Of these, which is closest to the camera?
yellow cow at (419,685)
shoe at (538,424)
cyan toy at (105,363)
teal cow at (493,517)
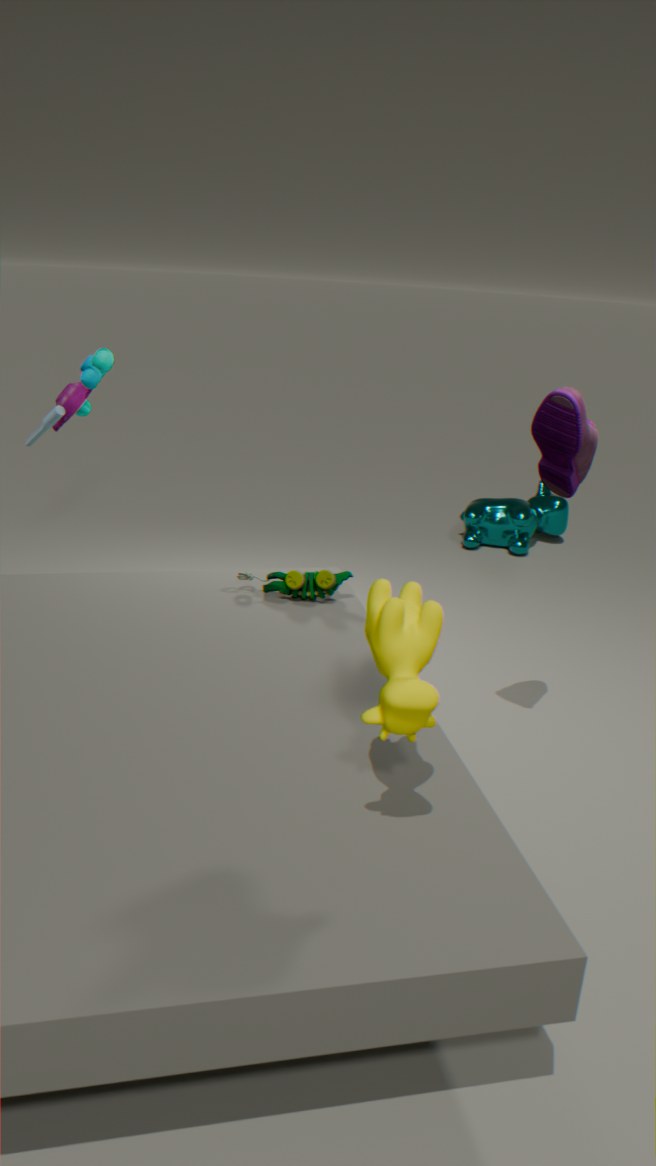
yellow cow at (419,685)
